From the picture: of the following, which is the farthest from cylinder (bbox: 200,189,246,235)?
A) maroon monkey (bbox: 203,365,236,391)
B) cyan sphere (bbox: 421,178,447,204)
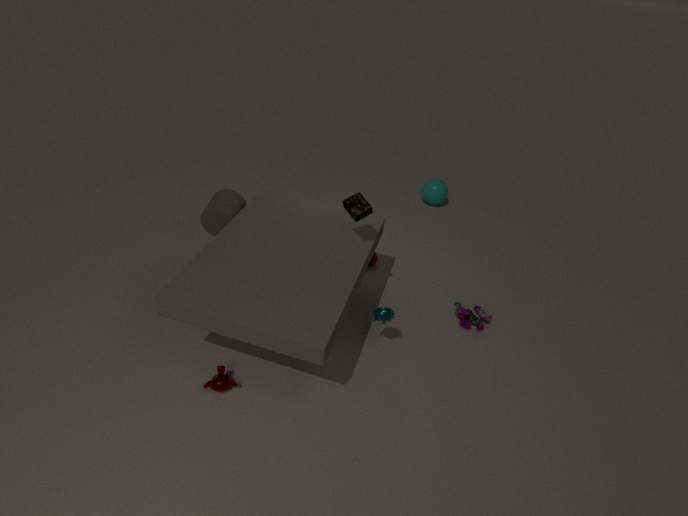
cyan sphere (bbox: 421,178,447,204)
